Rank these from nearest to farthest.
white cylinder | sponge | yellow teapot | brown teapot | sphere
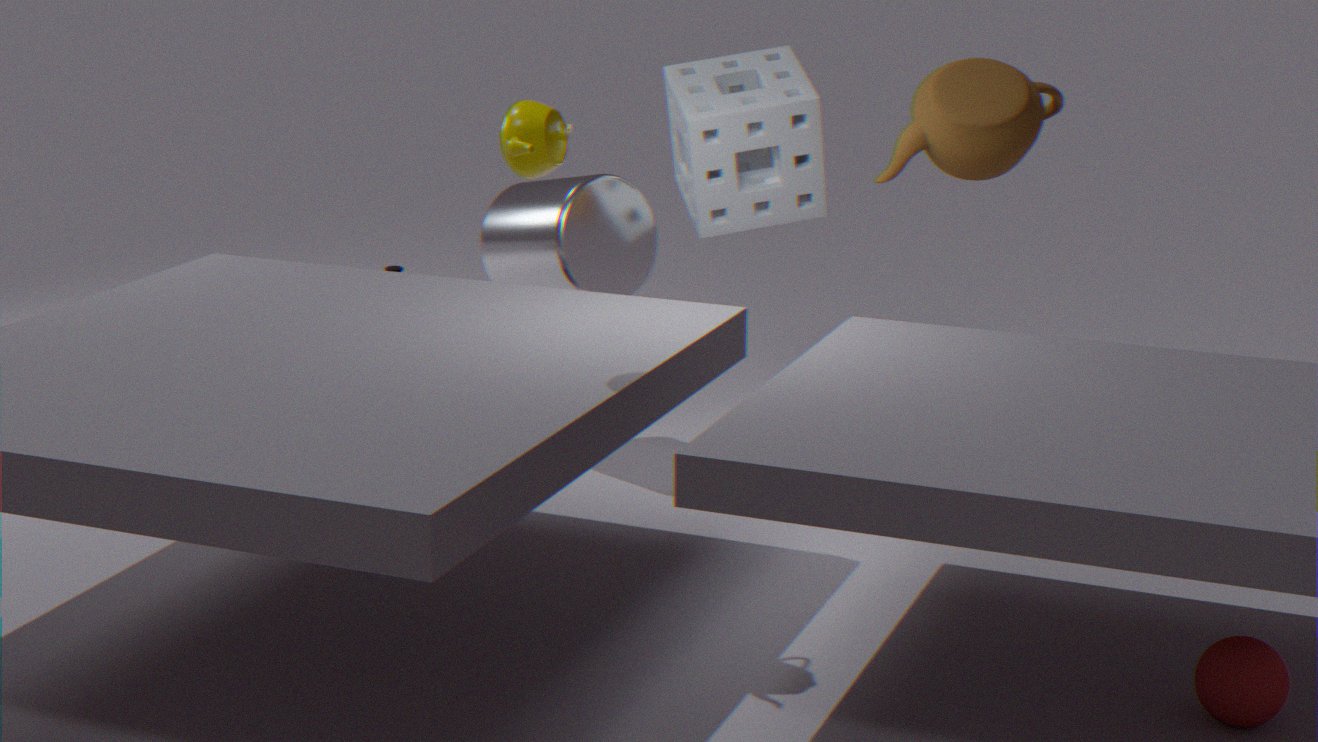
sphere < yellow teapot < brown teapot < sponge < white cylinder
